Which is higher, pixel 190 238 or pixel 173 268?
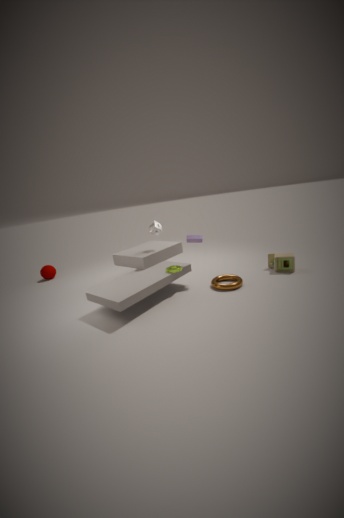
pixel 190 238
